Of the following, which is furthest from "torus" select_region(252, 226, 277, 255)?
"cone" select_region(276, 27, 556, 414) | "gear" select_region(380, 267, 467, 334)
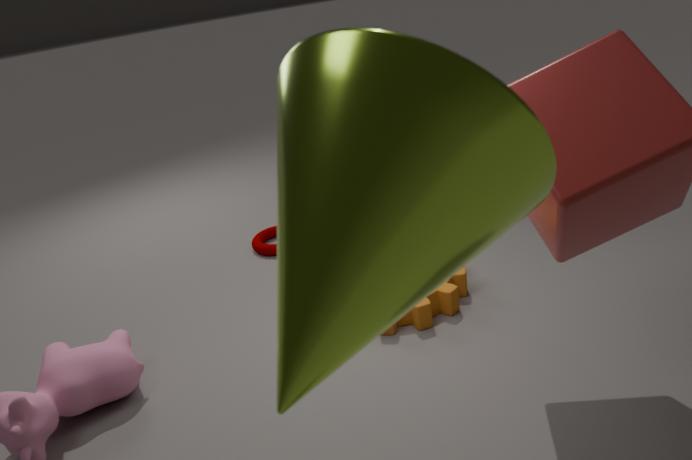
"cone" select_region(276, 27, 556, 414)
